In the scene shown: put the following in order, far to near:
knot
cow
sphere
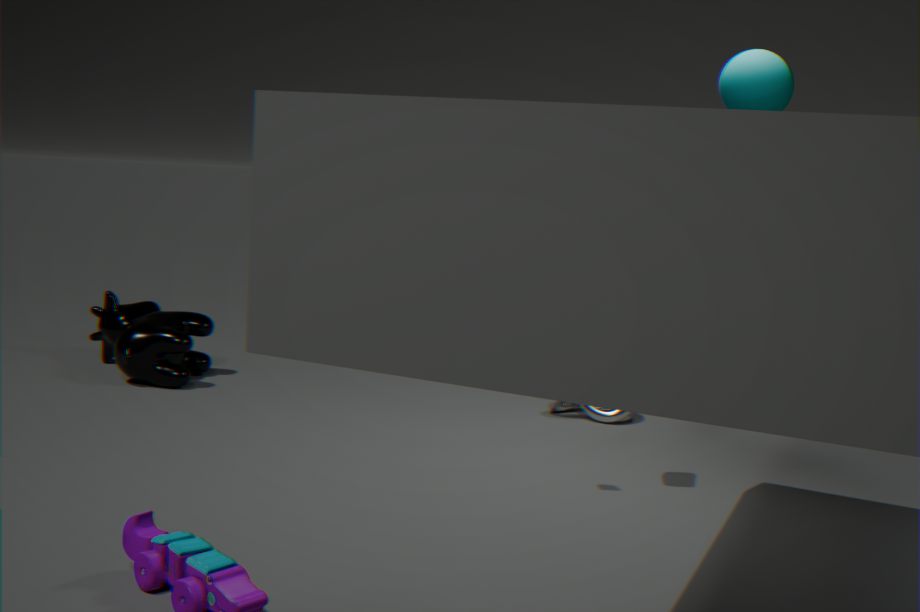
cow < knot < sphere
